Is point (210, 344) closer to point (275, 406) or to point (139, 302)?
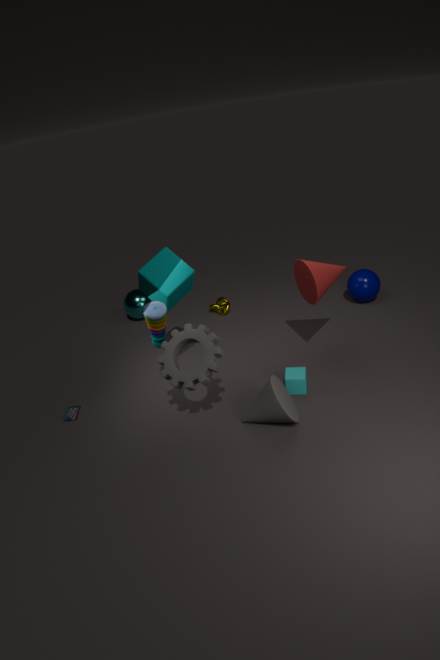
point (275, 406)
